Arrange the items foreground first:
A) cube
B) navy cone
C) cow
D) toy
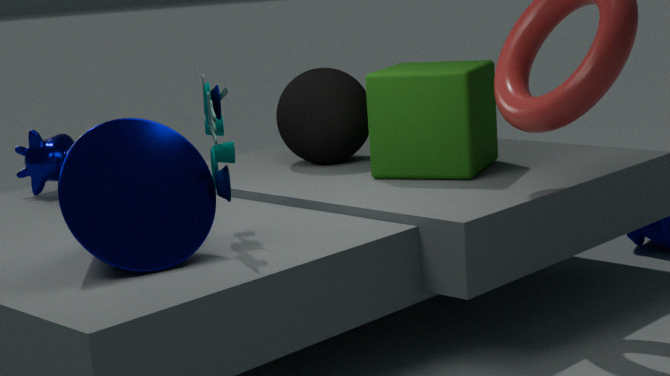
B. navy cone, D. toy, A. cube, C. cow
